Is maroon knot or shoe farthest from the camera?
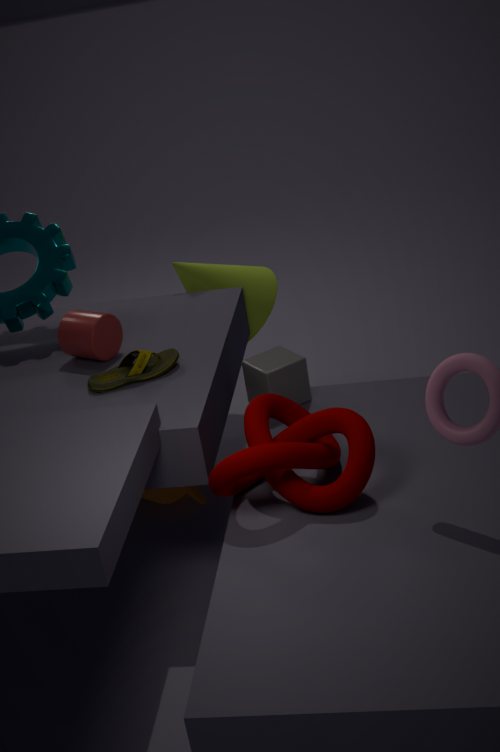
shoe
